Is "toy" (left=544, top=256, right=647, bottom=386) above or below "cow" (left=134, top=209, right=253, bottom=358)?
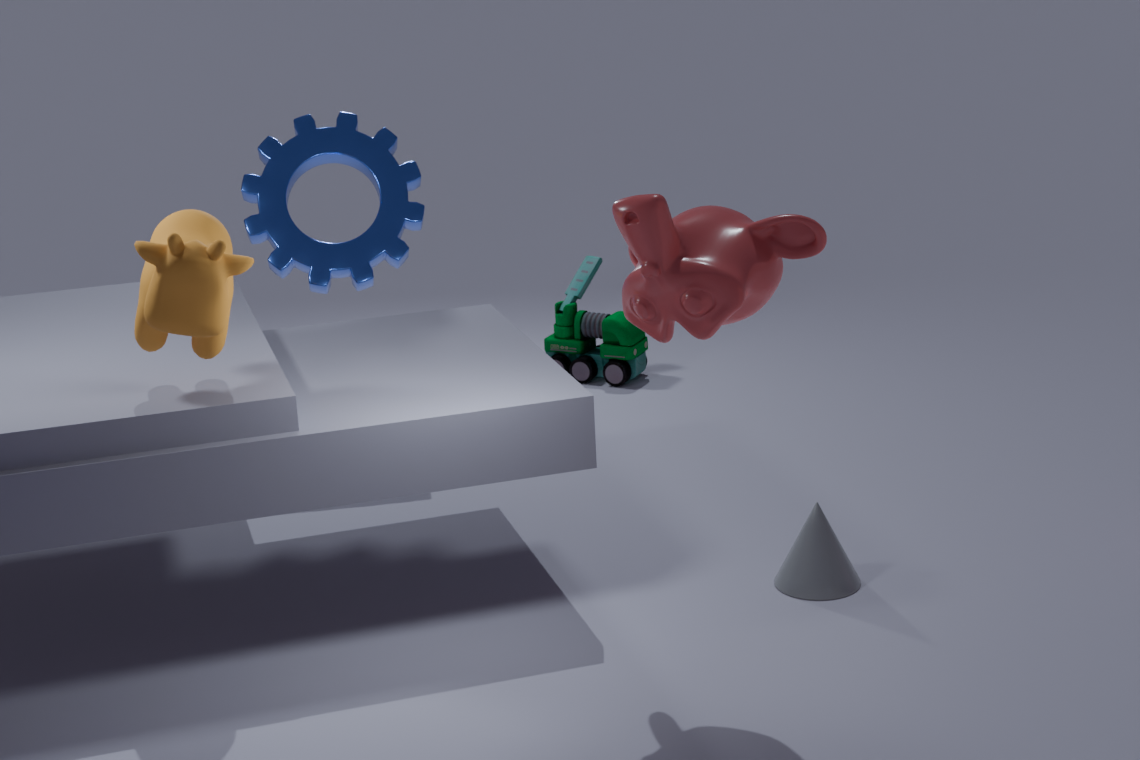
below
